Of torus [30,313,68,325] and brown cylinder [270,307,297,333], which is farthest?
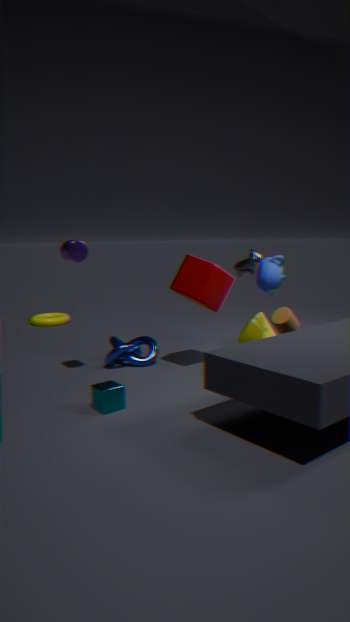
torus [30,313,68,325]
